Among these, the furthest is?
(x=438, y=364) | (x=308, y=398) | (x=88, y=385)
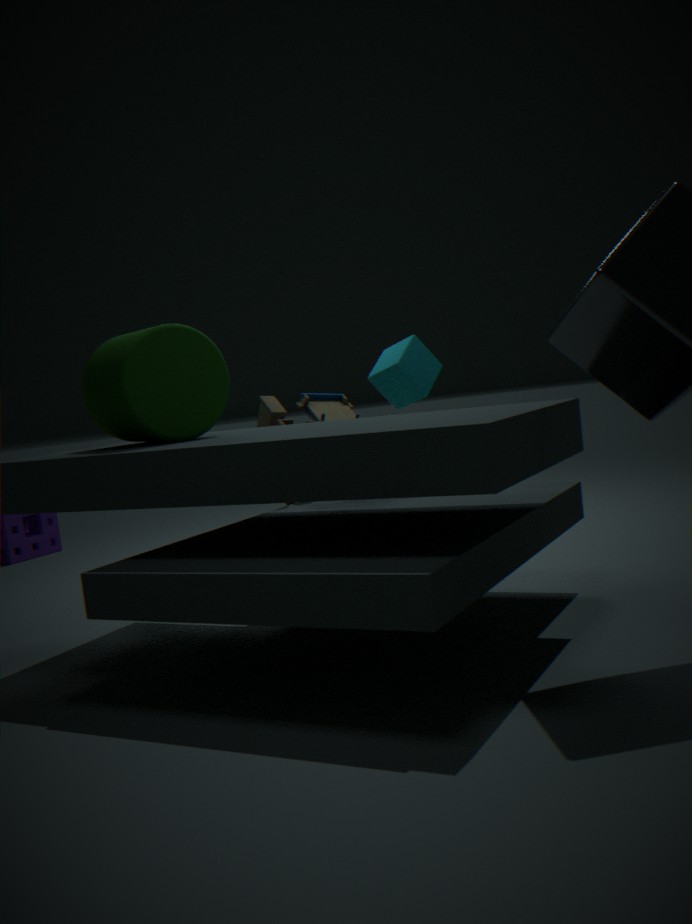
(x=308, y=398)
